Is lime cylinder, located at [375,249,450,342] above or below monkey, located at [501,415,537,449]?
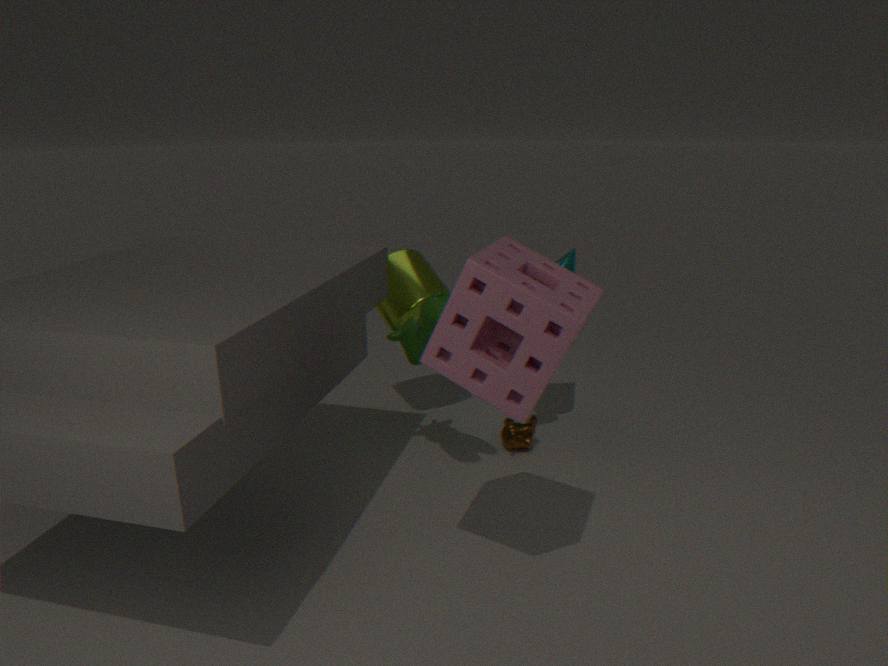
above
